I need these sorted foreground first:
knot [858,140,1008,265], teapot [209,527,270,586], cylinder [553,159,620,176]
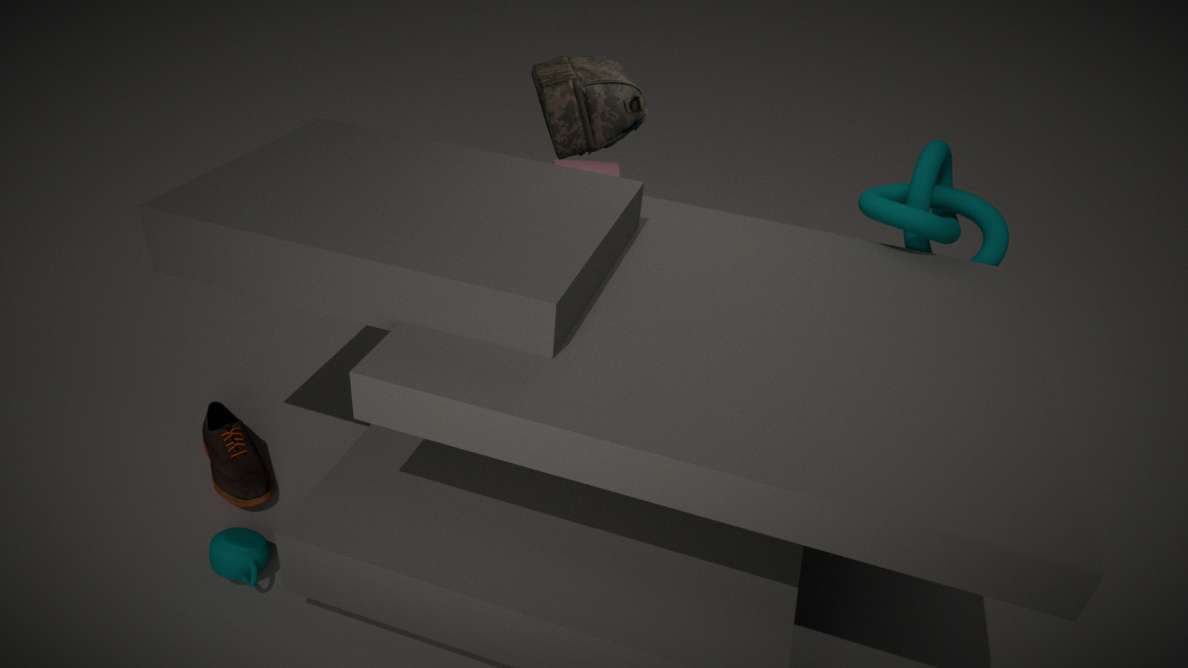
1. teapot [209,527,270,586]
2. knot [858,140,1008,265]
3. cylinder [553,159,620,176]
